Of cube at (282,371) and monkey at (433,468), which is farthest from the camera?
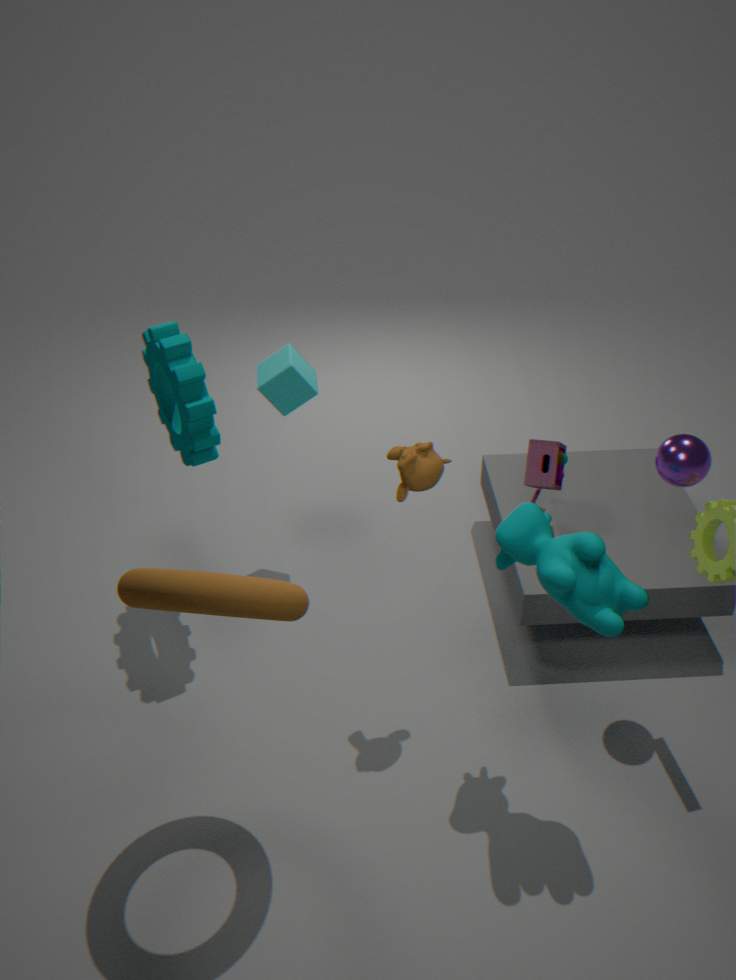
cube at (282,371)
